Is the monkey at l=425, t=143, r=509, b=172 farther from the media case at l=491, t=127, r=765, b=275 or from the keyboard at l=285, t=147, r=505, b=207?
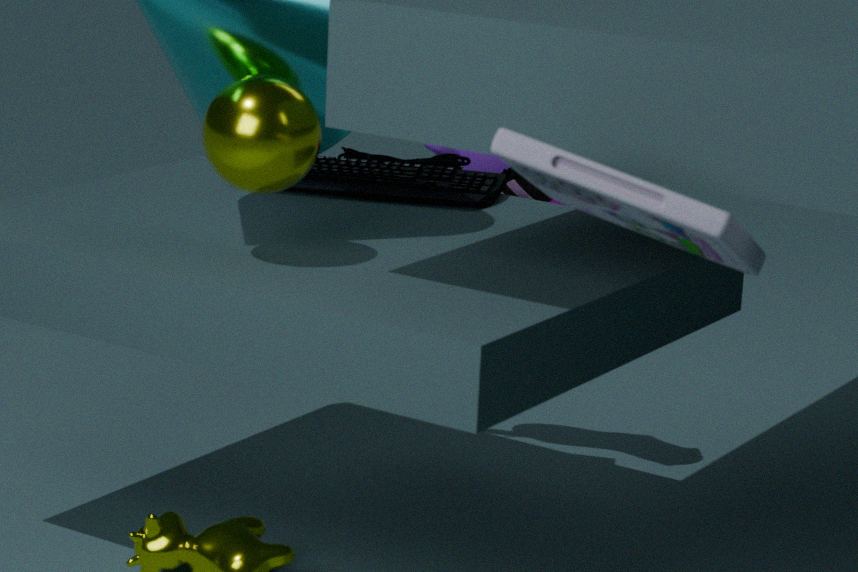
the media case at l=491, t=127, r=765, b=275
